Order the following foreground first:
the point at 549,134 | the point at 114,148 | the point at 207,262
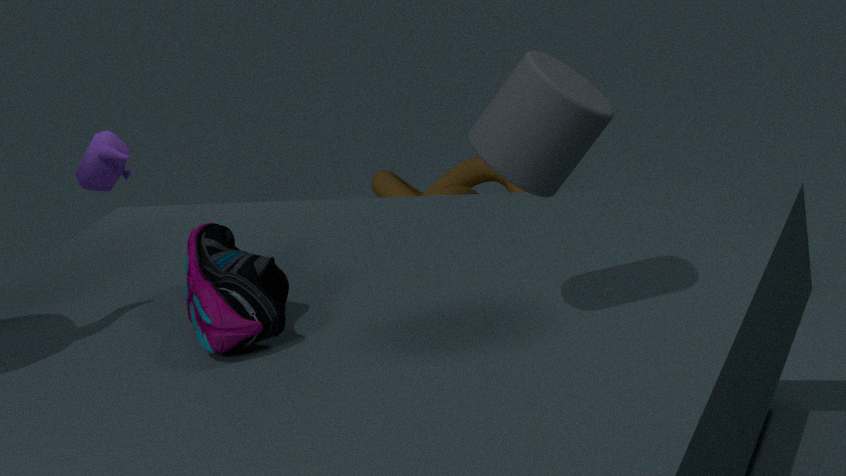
the point at 549,134
the point at 207,262
the point at 114,148
